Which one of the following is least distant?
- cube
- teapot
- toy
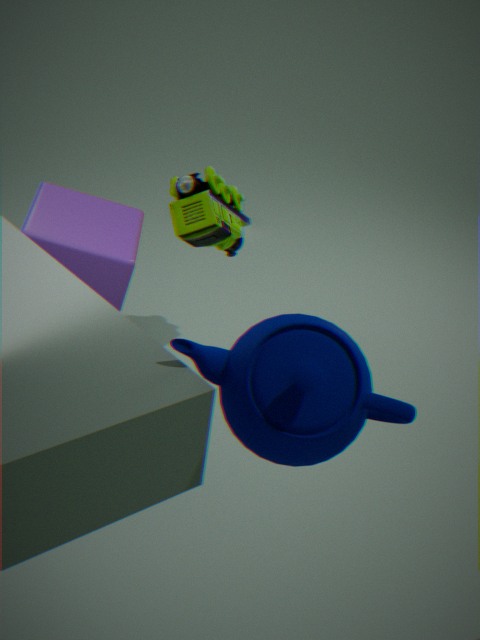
teapot
